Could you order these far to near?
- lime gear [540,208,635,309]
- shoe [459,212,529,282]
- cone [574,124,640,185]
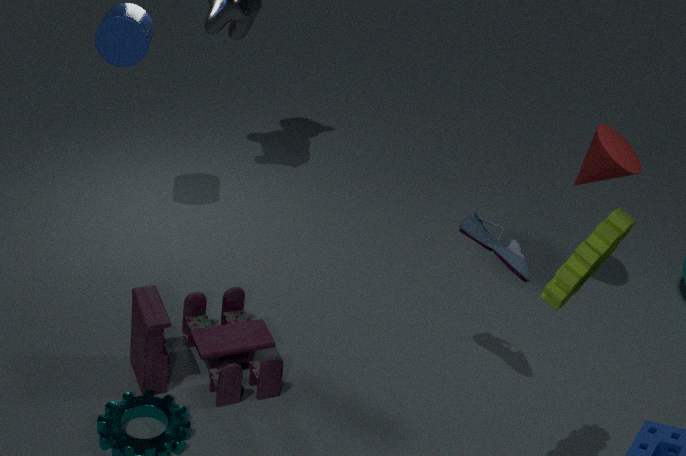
cone [574,124,640,185]
shoe [459,212,529,282]
lime gear [540,208,635,309]
